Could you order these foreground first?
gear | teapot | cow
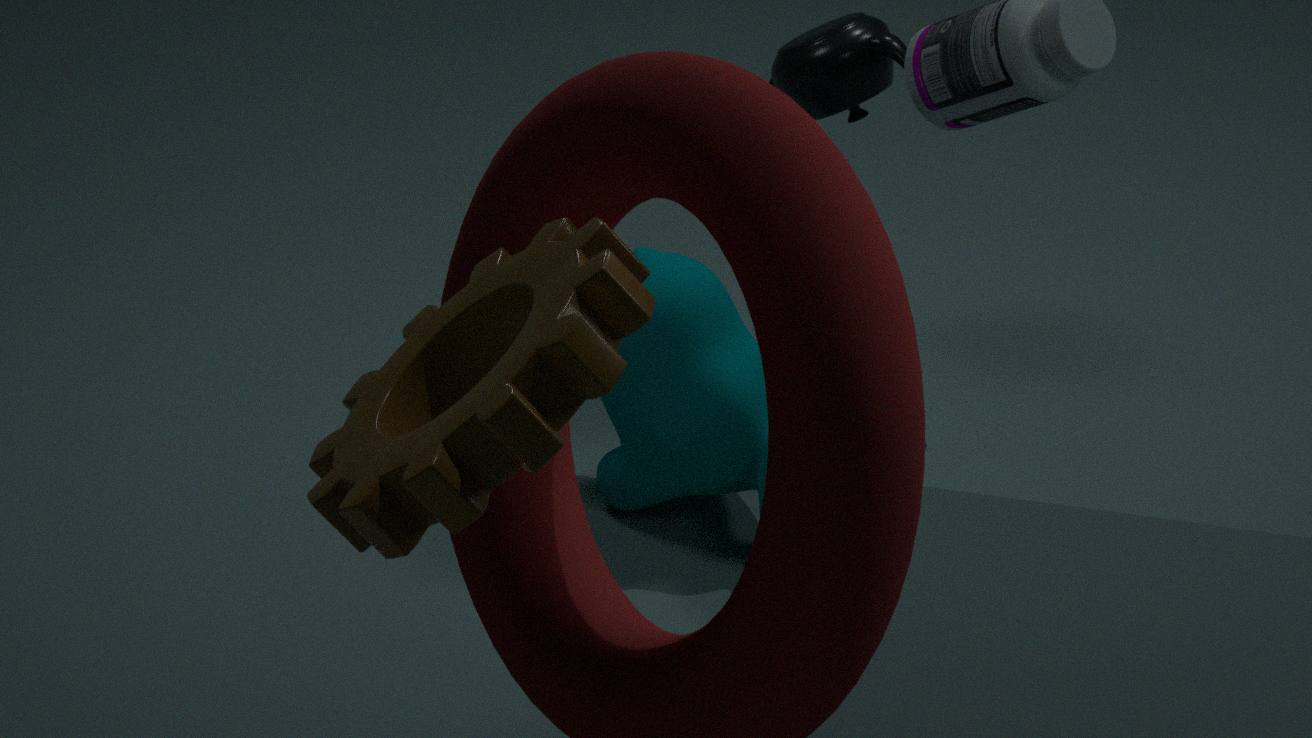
1. gear
2. cow
3. teapot
